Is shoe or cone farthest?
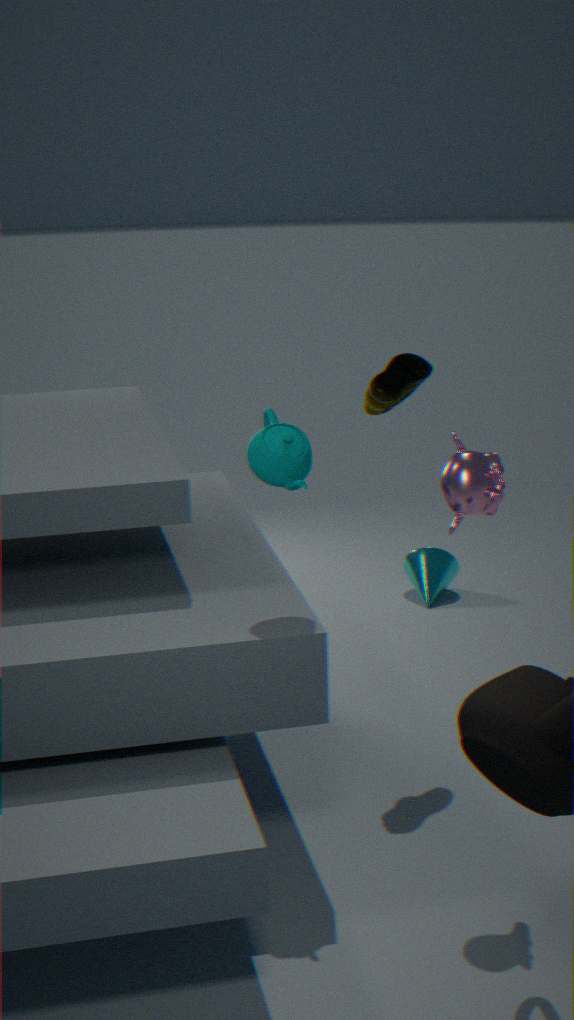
cone
